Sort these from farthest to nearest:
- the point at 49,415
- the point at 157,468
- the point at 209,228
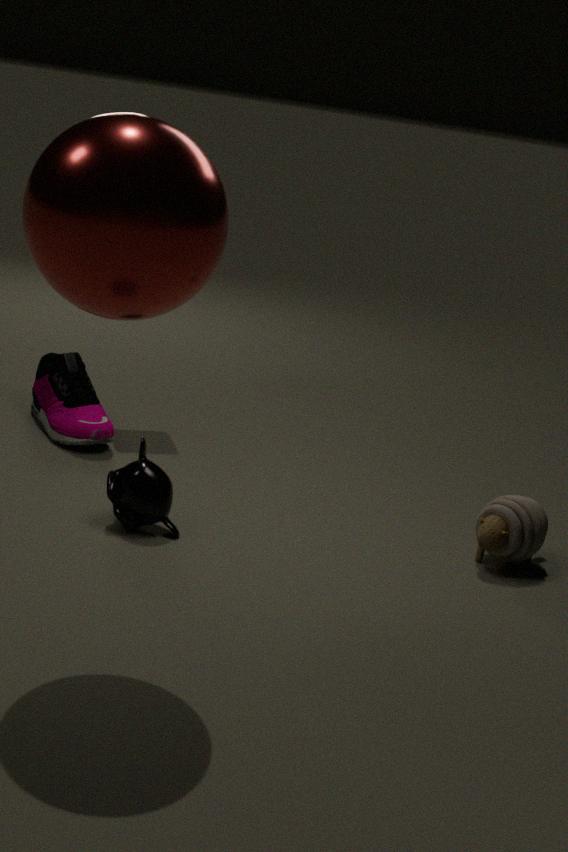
the point at 49,415 → the point at 157,468 → the point at 209,228
